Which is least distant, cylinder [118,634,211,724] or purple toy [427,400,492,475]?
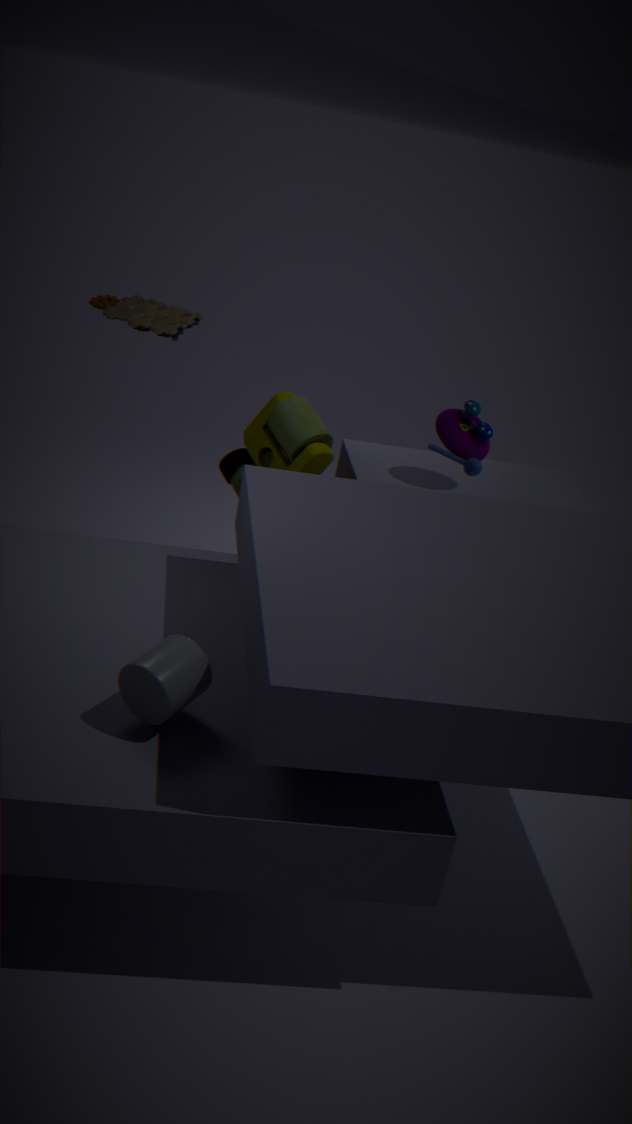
cylinder [118,634,211,724]
